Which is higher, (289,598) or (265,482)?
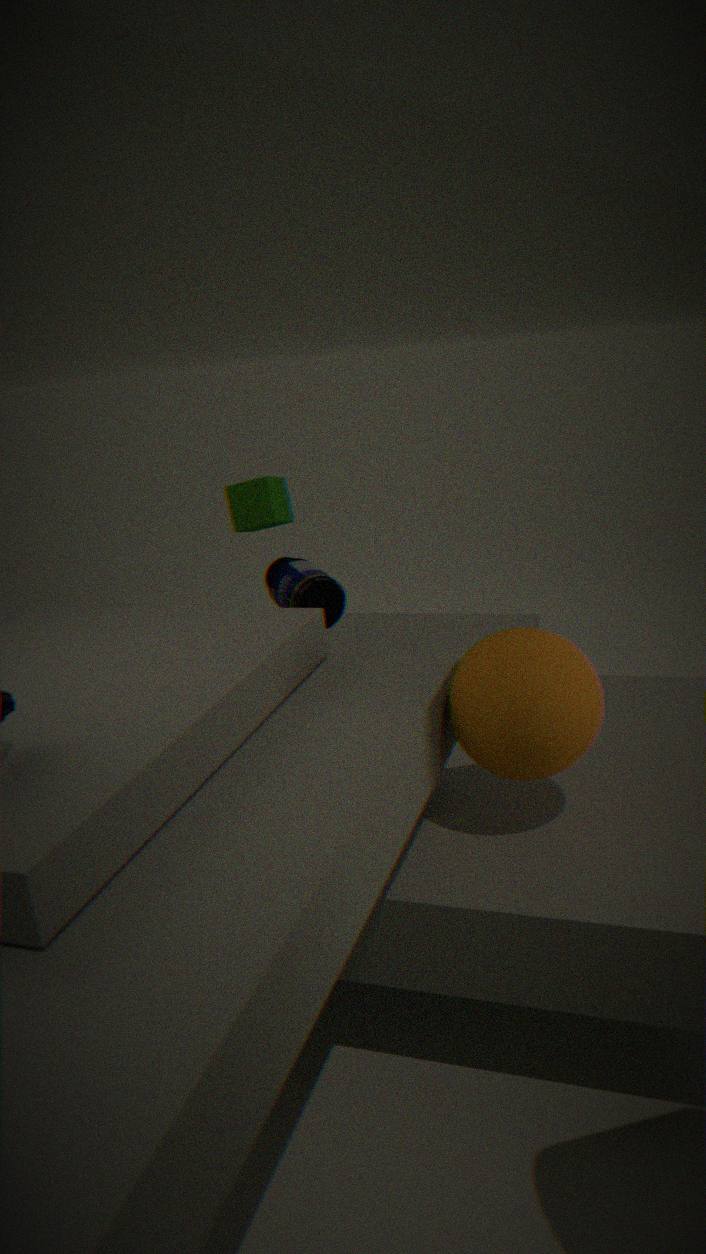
(265,482)
